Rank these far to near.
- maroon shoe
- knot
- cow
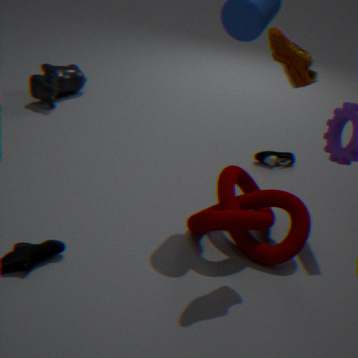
1. cow
2. knot
3. maroon shoe
